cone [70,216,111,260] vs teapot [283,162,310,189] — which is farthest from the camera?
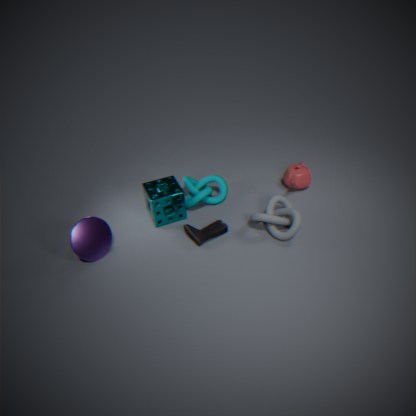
teapot [283,162,310,189]
